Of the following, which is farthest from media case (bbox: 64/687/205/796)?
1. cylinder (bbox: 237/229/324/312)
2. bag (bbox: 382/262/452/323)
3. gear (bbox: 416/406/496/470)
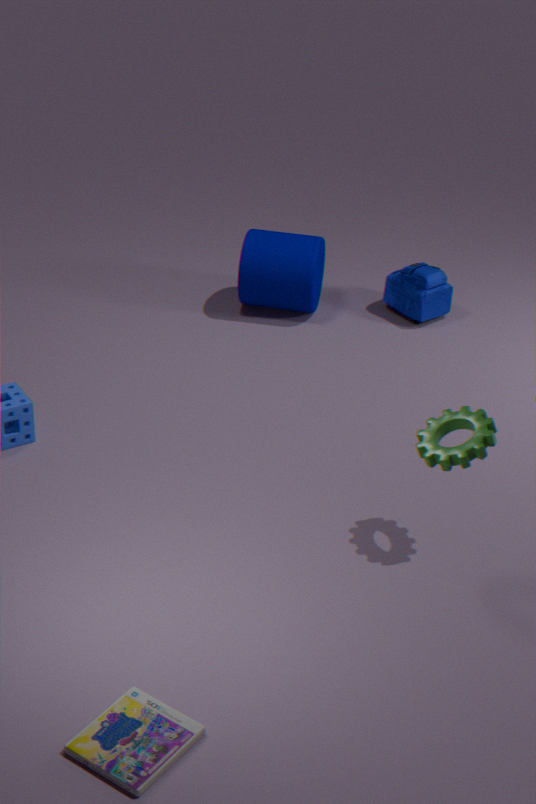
bag (bbox: 382/262/452/323)
